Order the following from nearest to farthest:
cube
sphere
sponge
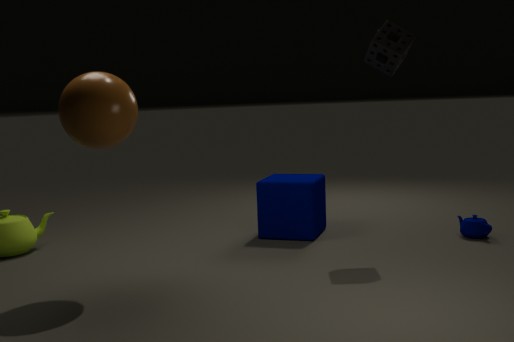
1. sphere
2. sponge
3. cube
